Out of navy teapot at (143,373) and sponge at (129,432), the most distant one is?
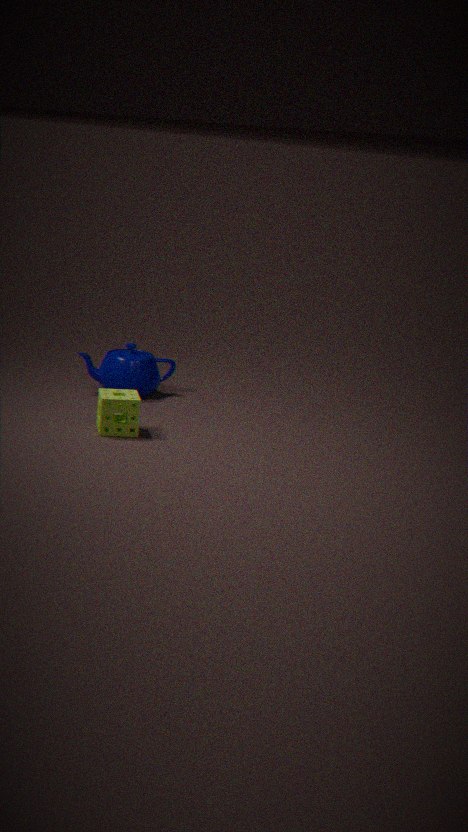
navy teapot at (143,373)
